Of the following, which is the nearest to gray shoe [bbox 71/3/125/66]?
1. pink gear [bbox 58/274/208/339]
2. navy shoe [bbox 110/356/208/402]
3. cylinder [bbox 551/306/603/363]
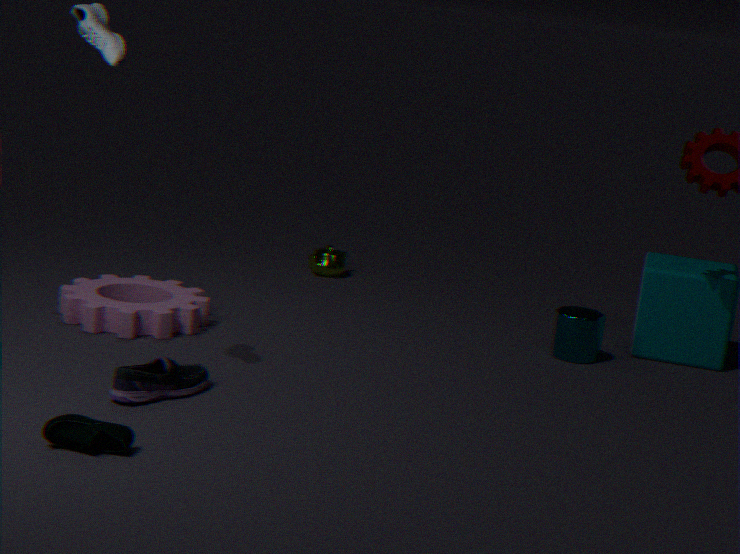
navy shoe [bbox 110/356/208/402]
